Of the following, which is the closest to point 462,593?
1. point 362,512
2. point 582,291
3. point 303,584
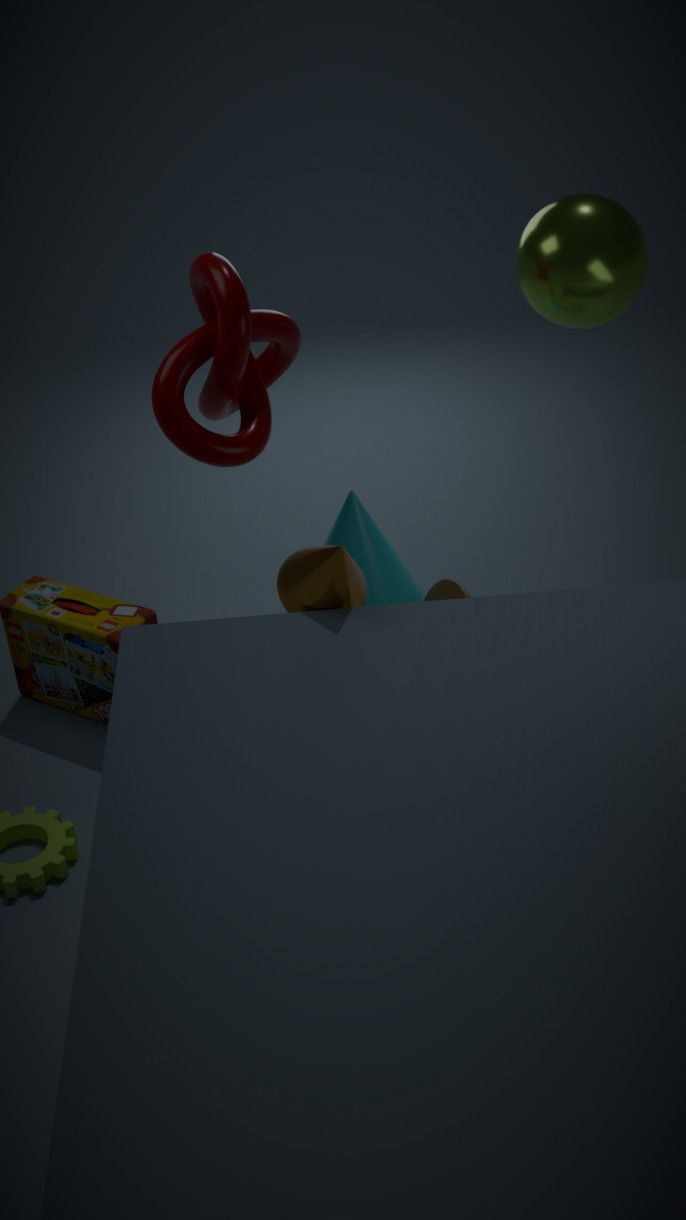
point 362,512
